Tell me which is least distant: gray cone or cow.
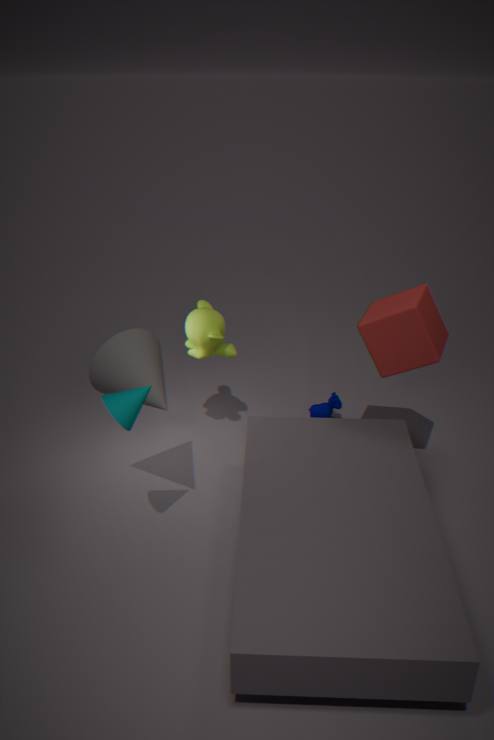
gray cone
